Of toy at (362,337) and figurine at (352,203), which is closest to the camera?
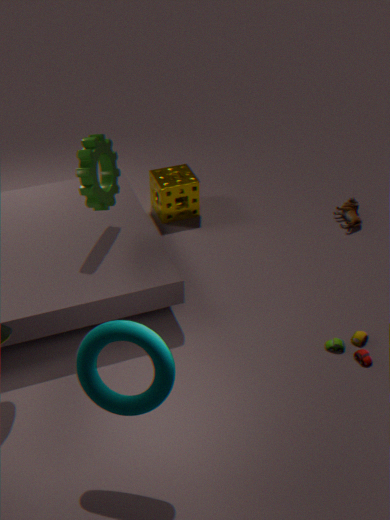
toy at (362,337)
